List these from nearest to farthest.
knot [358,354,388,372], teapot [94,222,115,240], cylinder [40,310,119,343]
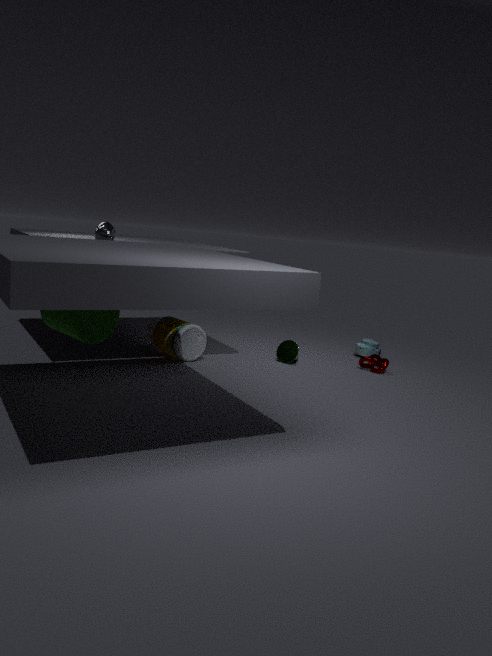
cylinder [40,310,119,343] → teapot [94,222,115,240] → knot [358,354,388,372]
